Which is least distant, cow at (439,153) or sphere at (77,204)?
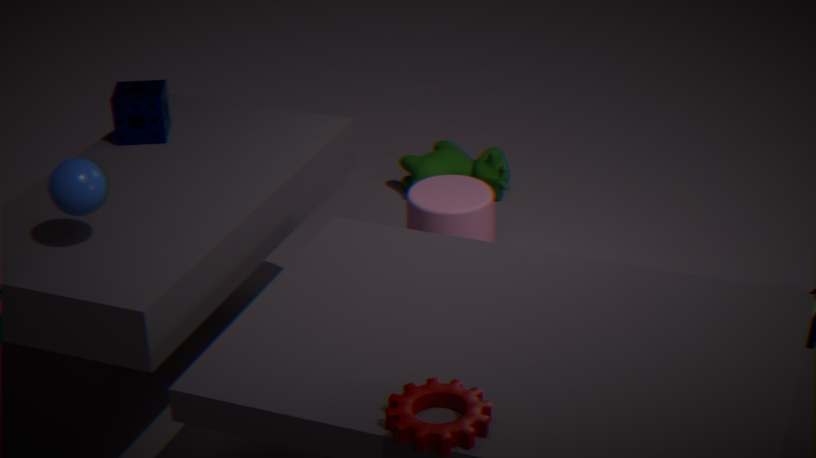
sphere at (77,204)
